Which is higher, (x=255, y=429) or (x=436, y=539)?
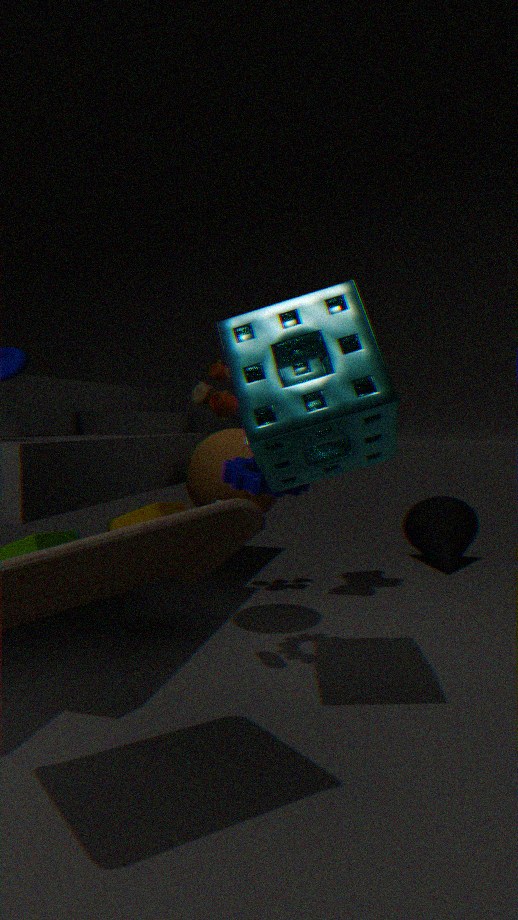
(x=255, y=429)
